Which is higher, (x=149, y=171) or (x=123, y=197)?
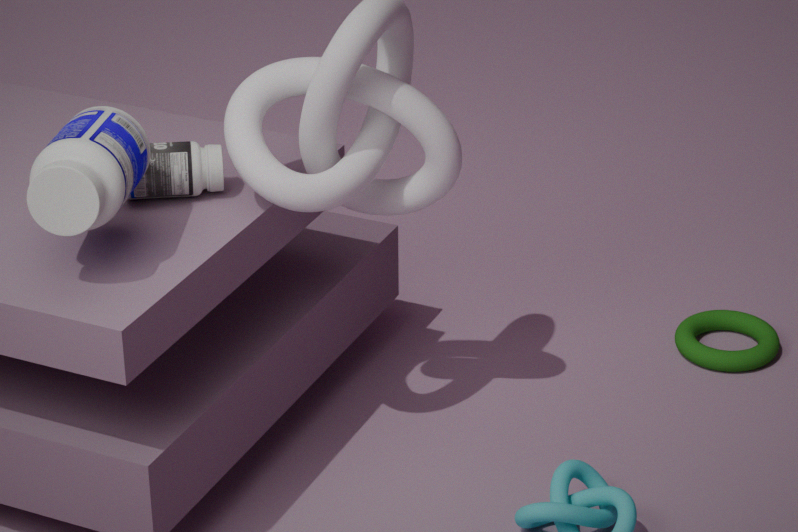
(x=123, y=197)
